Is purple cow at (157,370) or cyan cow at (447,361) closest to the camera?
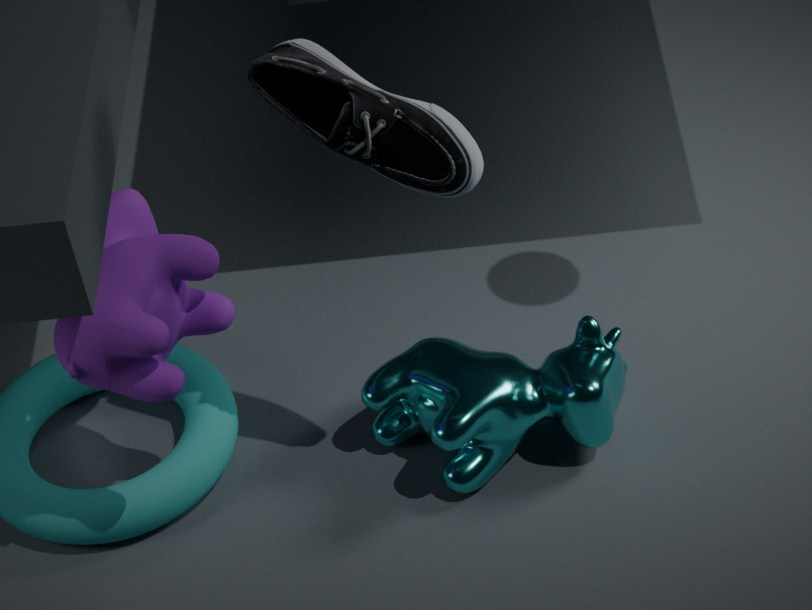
purple cow at (157,370)
